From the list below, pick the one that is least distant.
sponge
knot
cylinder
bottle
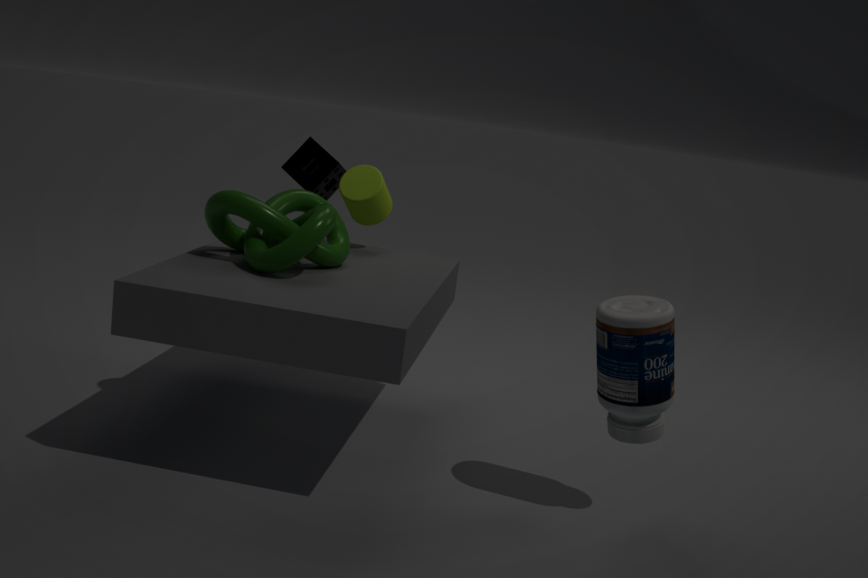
bottle
